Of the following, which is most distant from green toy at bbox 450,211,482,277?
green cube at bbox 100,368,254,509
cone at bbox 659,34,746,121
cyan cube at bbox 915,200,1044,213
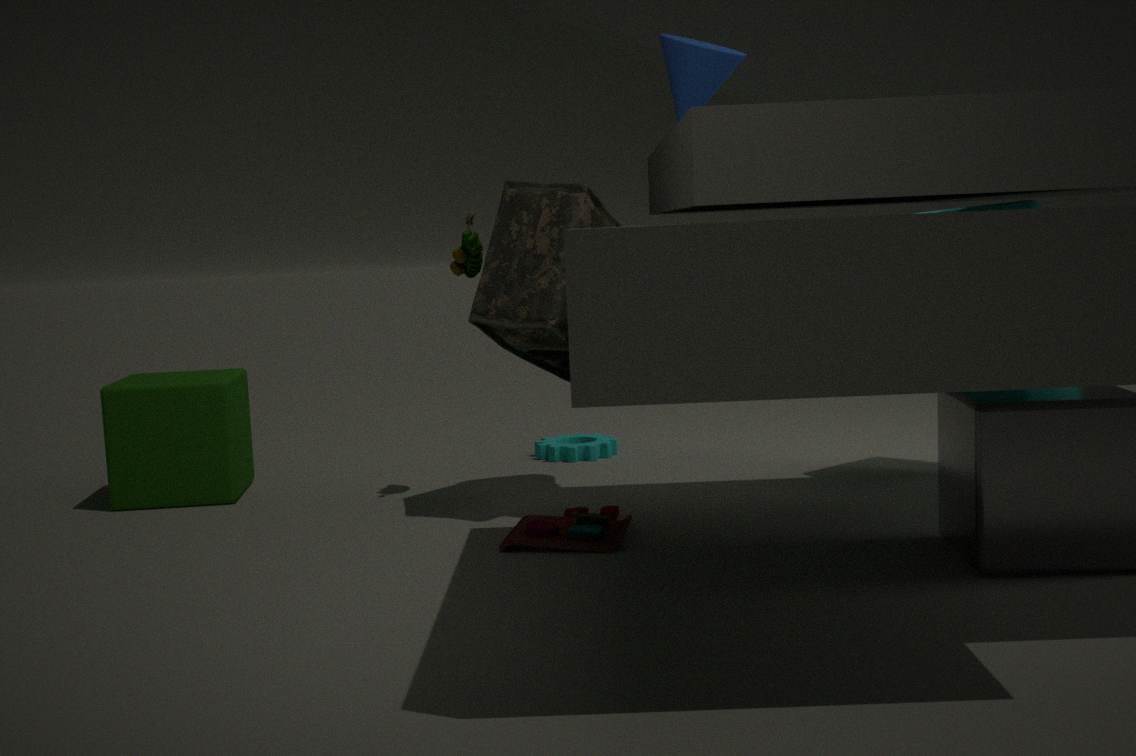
cyan cube at bbox 915,200,1044,213
